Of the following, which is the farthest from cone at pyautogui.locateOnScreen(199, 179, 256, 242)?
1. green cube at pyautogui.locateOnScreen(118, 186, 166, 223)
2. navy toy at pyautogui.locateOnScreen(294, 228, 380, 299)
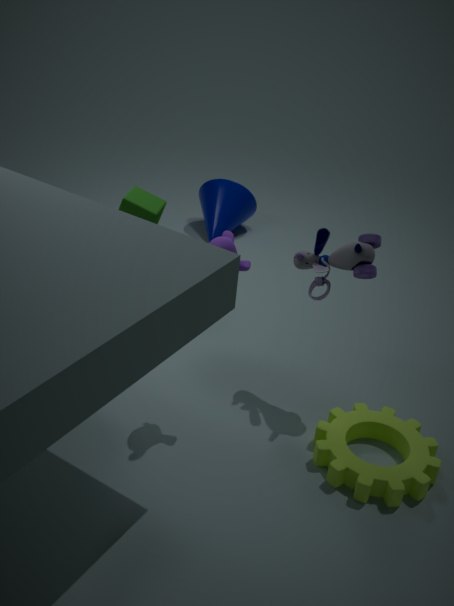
navy toy at pyautogui.locateOnScreen(294, 228, 380, 299)
